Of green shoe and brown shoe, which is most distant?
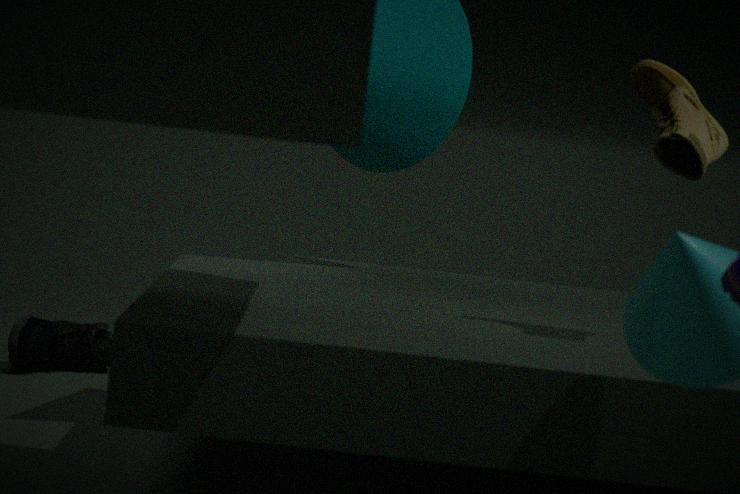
green shoe
